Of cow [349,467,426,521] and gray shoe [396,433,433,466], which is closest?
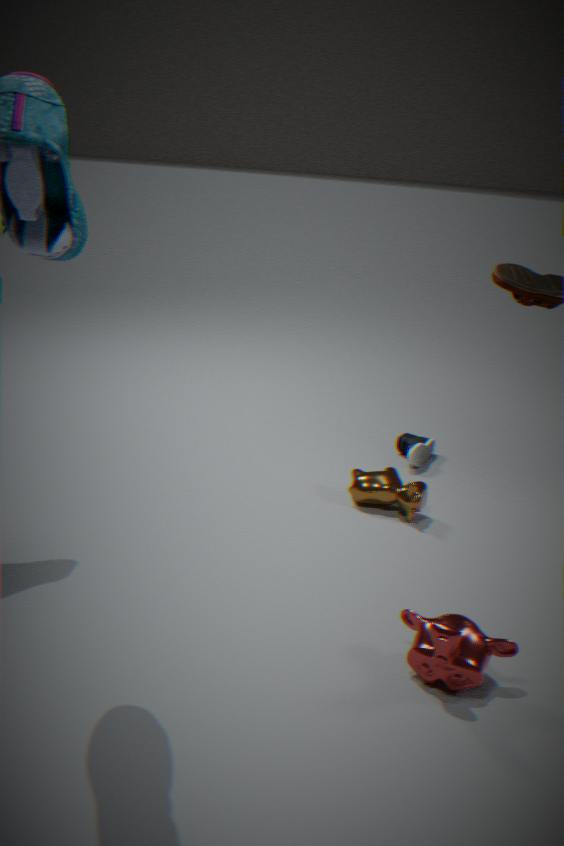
cow [349,467,426,521]
